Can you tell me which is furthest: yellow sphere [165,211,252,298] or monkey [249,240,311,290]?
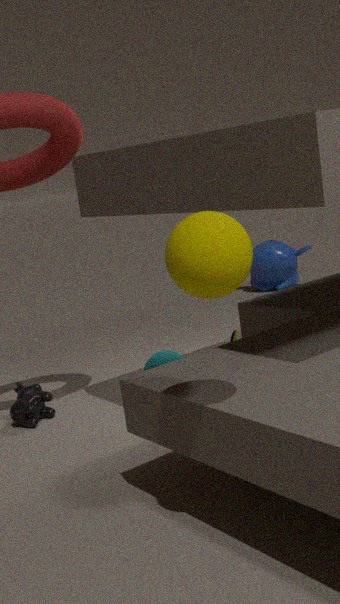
monkey [249,240,311,290]
